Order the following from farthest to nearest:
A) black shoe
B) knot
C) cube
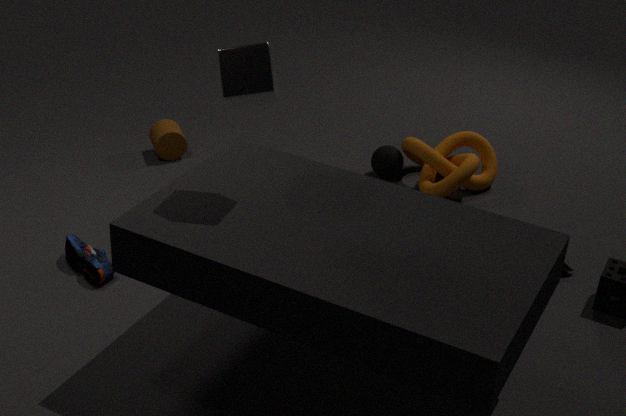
knot < black shoe < cube
